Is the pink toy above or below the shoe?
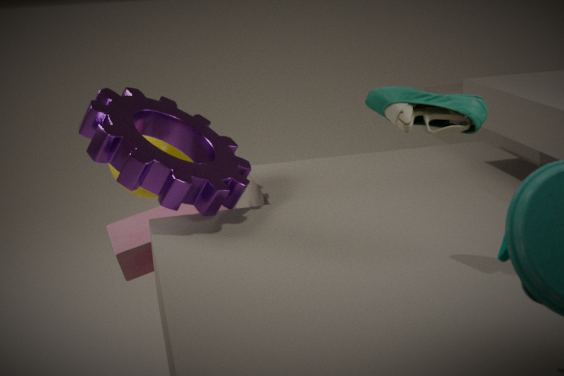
below
